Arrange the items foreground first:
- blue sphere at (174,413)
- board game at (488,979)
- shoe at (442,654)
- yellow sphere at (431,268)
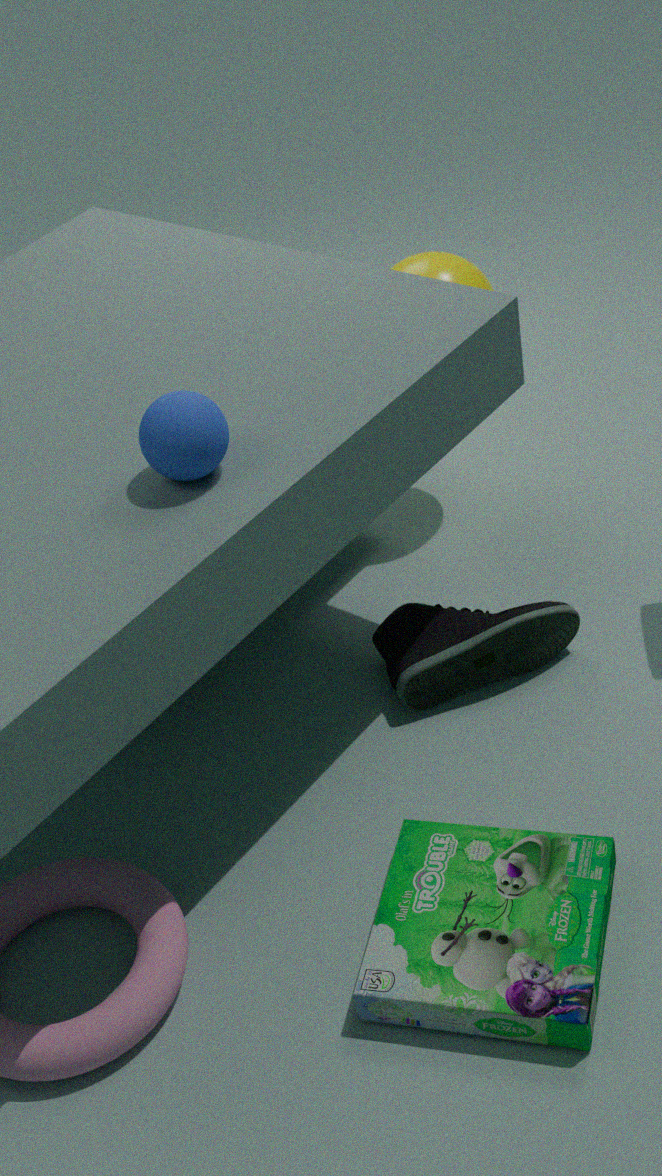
board game at (488,979)
blue sphere at (174,413)
shoe at (442,654)
yellow sphere at (431,268)
